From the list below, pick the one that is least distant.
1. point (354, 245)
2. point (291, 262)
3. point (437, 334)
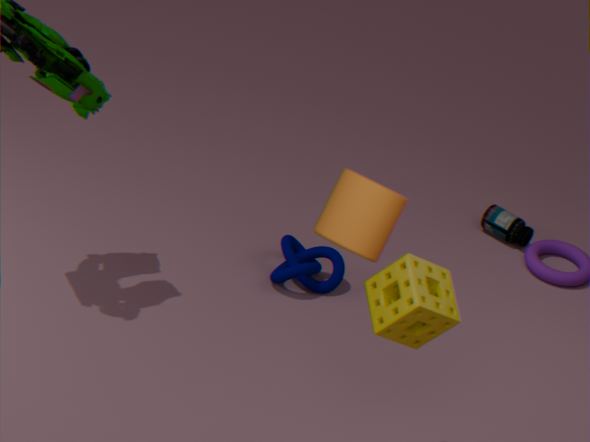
point (354, 245)
